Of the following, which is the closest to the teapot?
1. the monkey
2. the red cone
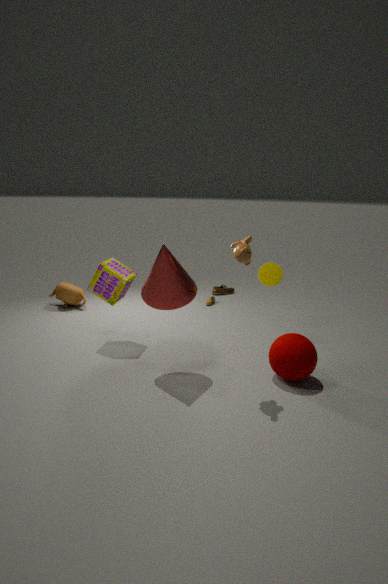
the red cone
